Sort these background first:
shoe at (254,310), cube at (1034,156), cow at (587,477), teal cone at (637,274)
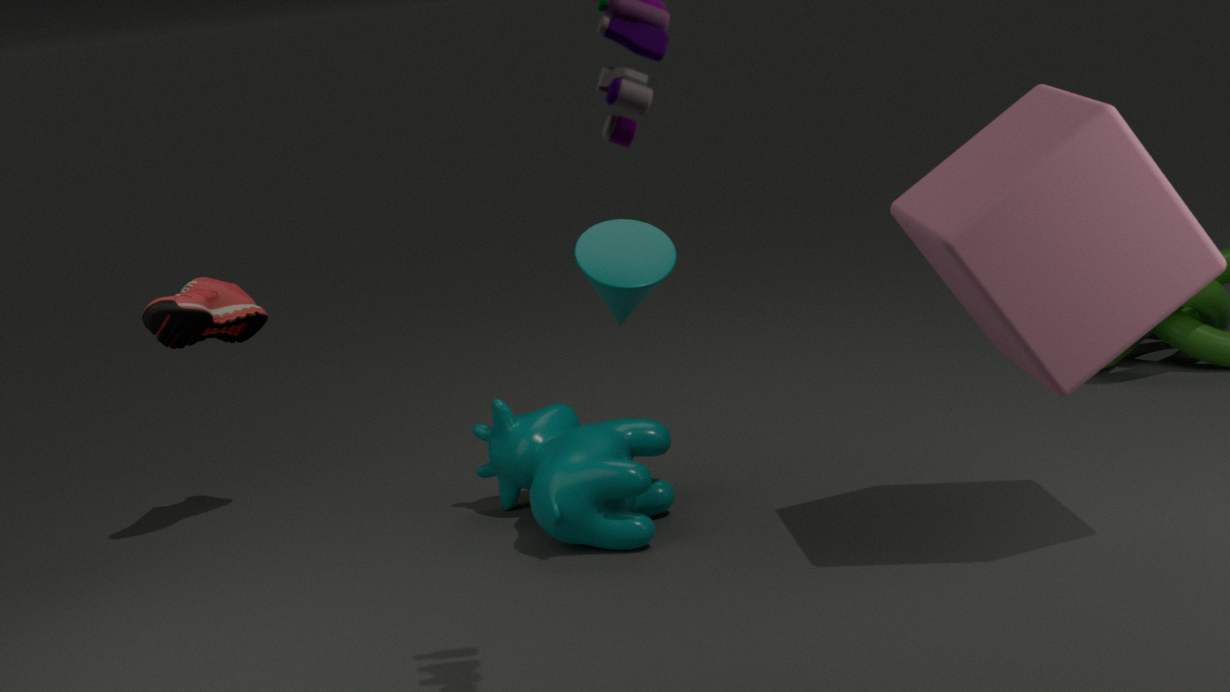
teal cone at (637,274), shoe at (254,310), cow at (587,477), cube at (1034,156)
